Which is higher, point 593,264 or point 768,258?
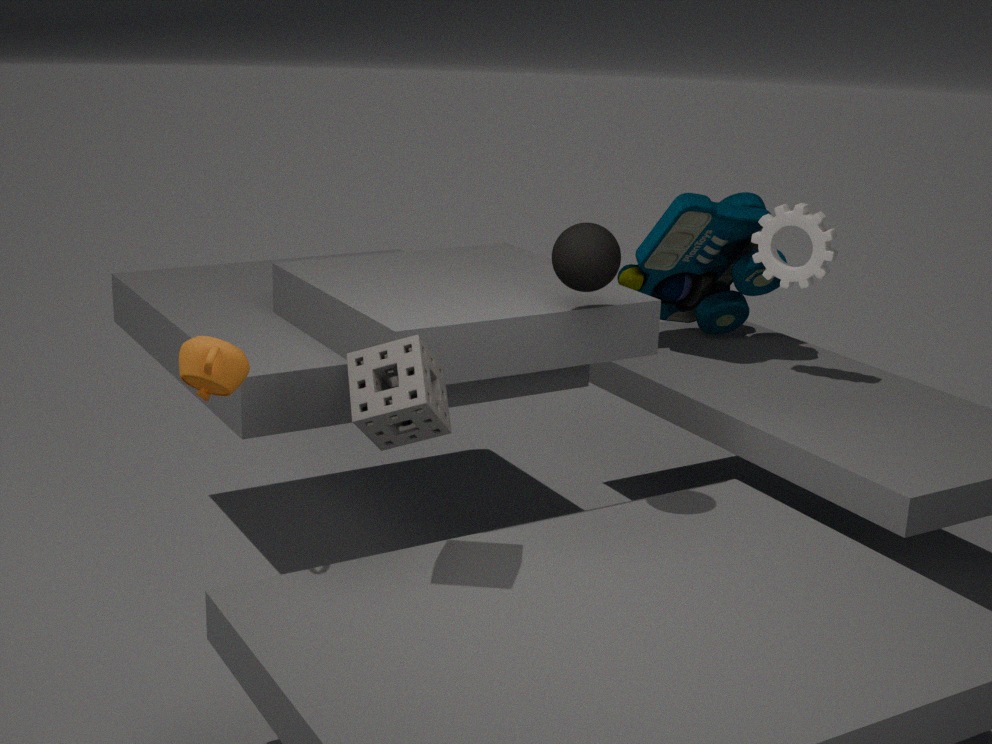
point 593,264
